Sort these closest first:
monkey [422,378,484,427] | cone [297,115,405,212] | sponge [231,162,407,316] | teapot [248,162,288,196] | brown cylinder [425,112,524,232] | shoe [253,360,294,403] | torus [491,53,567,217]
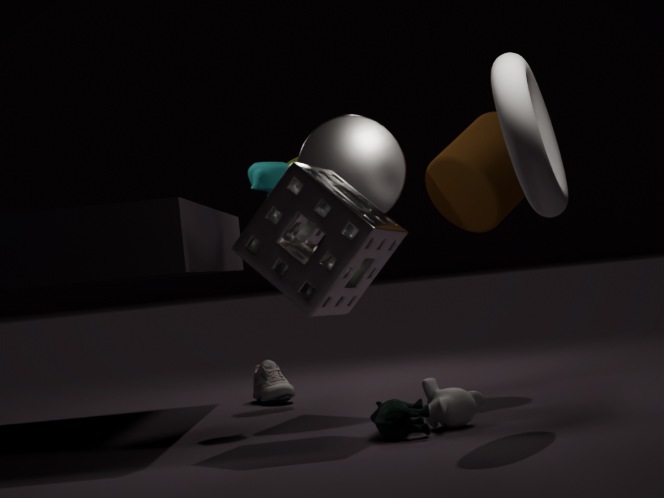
torus [491,53,567,217] → monkey [422,378,484,427] → sponge [231,162,407,316] → teapot [248,162,288,196] → brown cylinder [425,112,524,232] → cone [297,115,405,212] → shoe [253,360,294,403]
